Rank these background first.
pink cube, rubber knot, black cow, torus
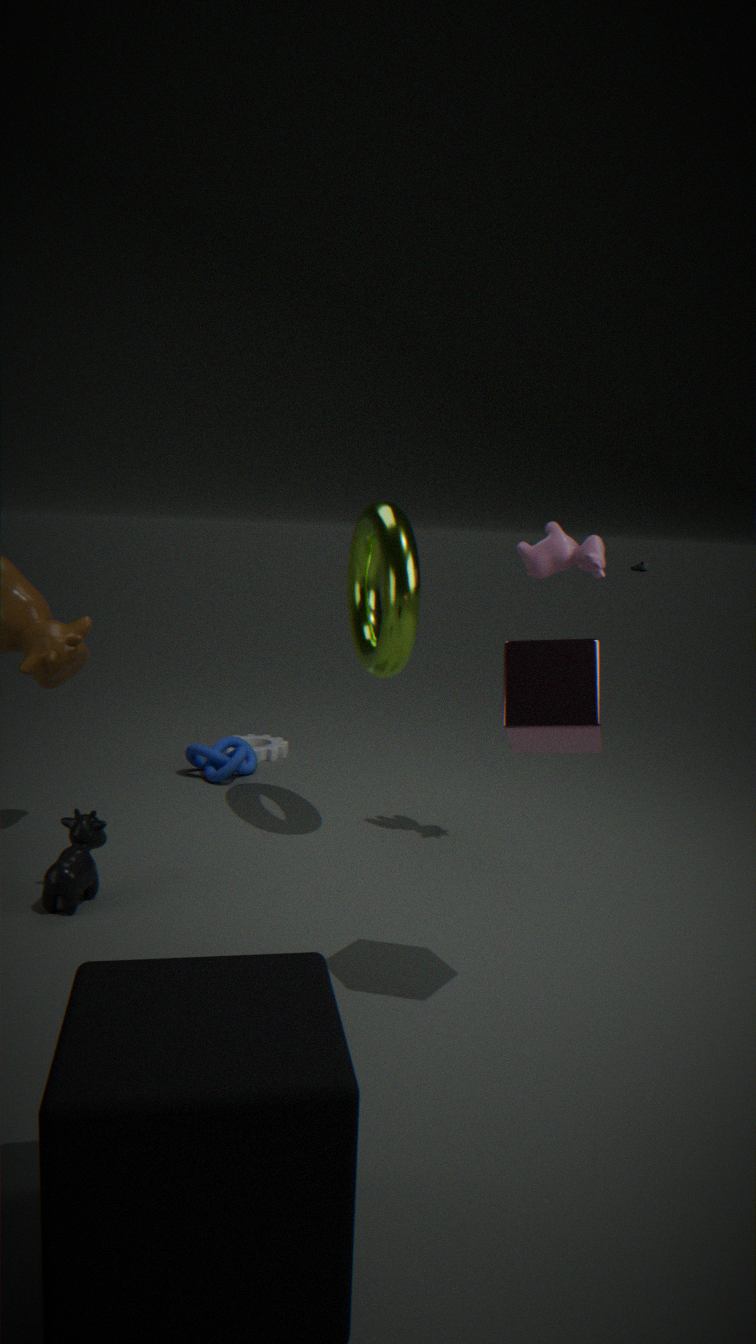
rubber knot < torus < black cow < pink cube
